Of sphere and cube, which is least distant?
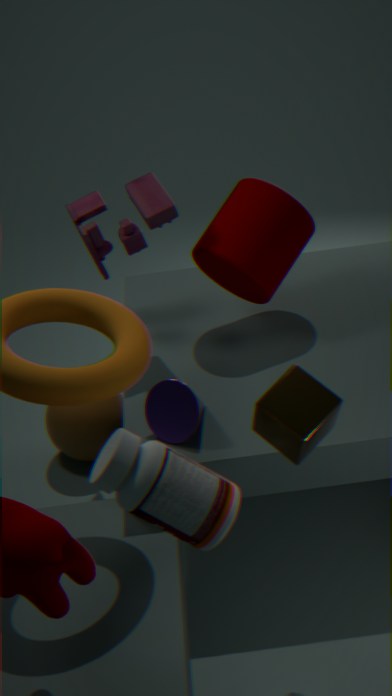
cube
